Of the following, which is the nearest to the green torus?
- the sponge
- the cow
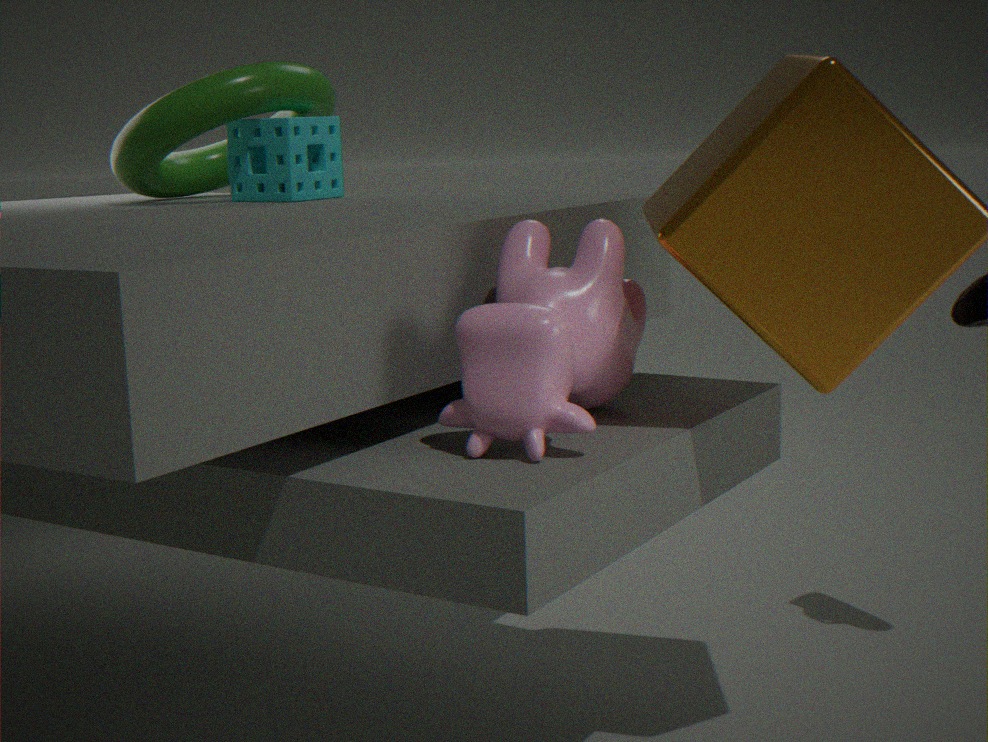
the sponge
